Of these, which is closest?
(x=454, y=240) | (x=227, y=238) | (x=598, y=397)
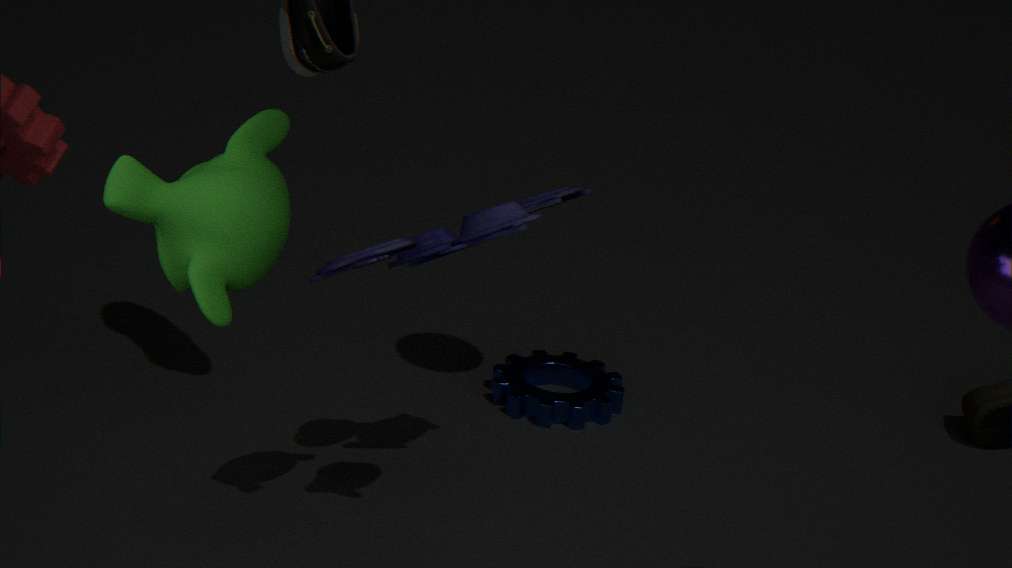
(x=227, y=238)
